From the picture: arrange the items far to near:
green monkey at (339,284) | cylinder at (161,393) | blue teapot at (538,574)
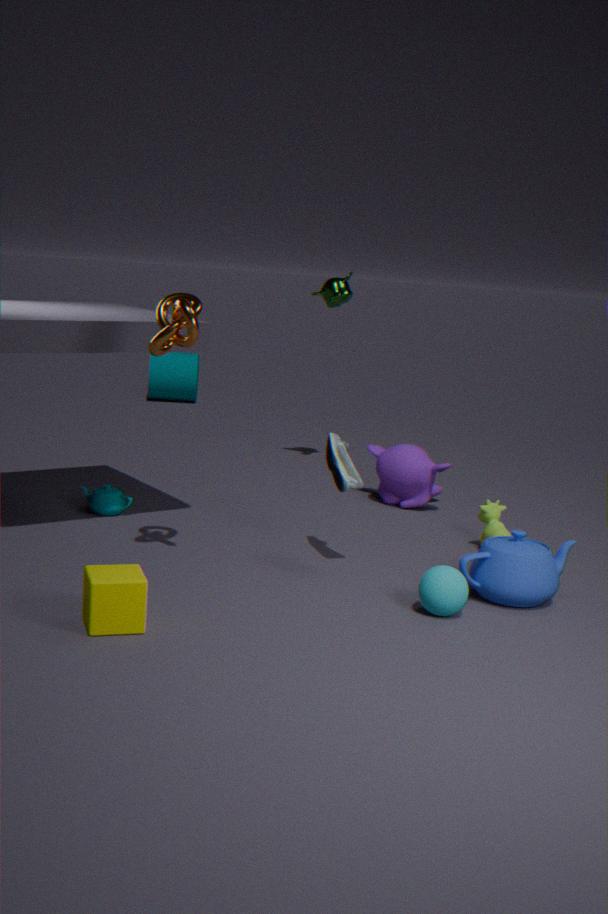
cylinder at (161,393) < green monkey at (339,284) < blue teapot at (538,574)
